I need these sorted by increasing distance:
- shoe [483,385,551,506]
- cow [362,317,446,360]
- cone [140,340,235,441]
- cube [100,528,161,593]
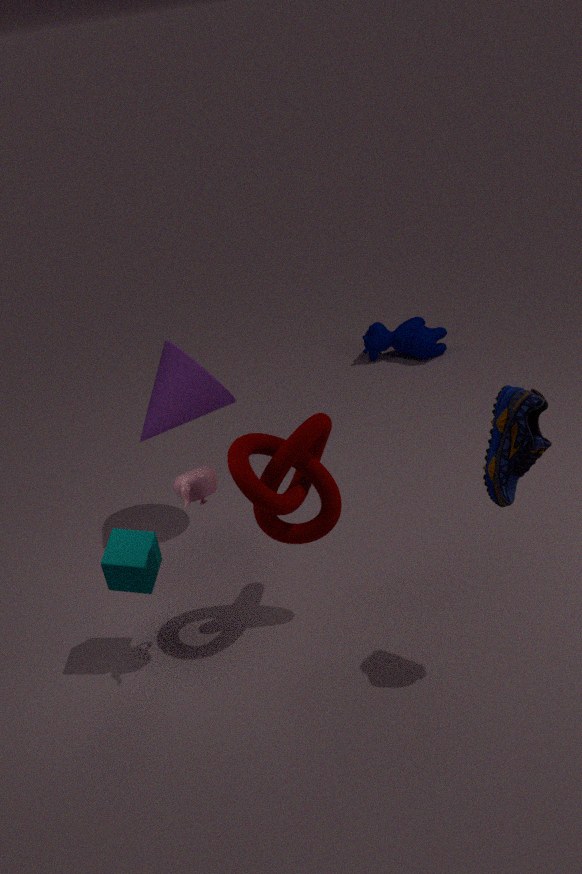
shoe [483,385,551,506], cube [100,528,161,593], cone [140,340,235,441], cow [362,317,446,360]
